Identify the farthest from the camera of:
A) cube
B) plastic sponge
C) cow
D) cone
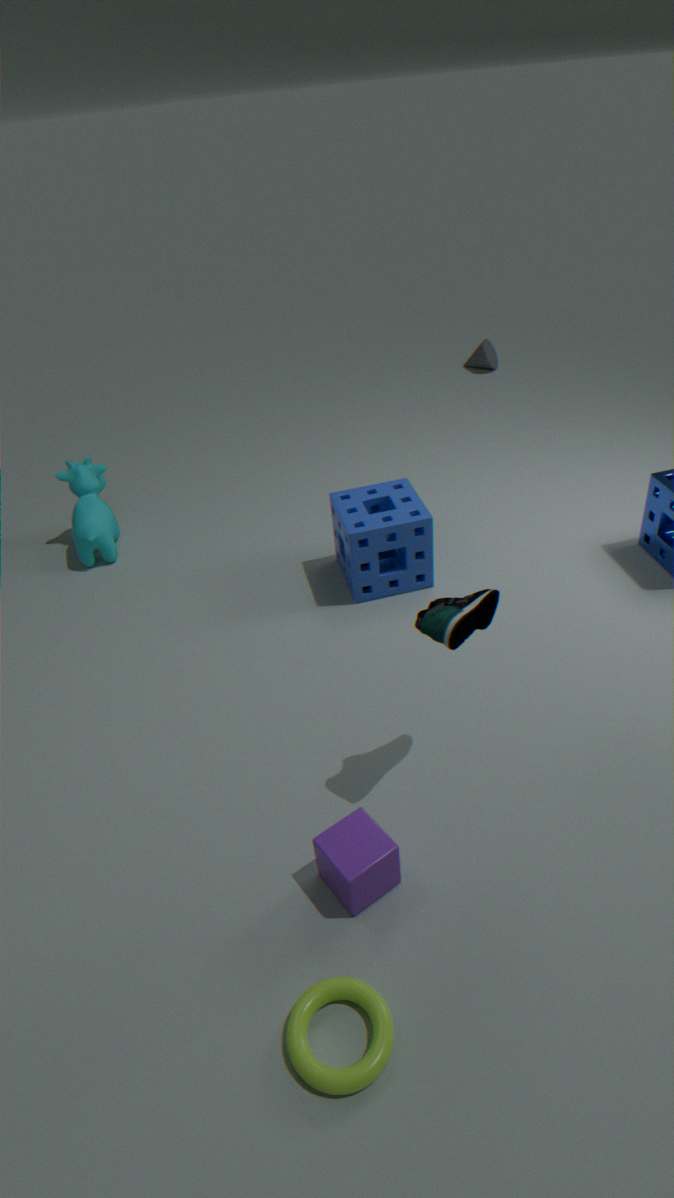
cone
